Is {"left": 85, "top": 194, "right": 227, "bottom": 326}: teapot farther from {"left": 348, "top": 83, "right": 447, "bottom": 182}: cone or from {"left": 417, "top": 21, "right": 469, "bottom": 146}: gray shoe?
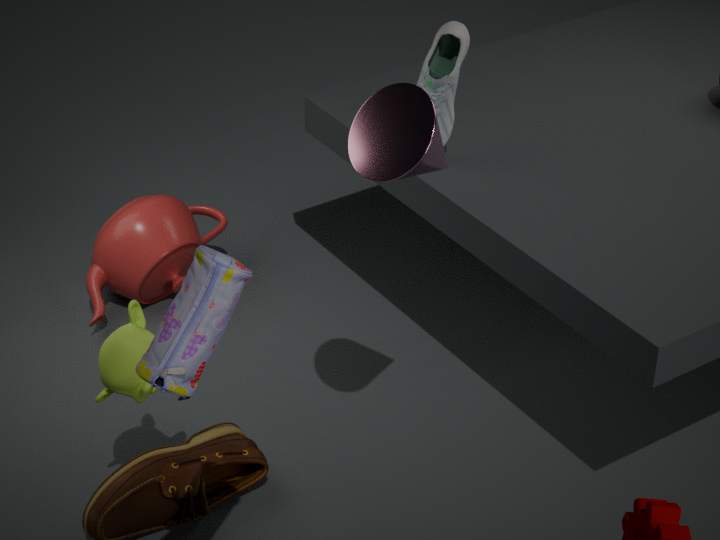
{"left": 348, "top": 83, "right": 447, "bottom": 182}: cone
